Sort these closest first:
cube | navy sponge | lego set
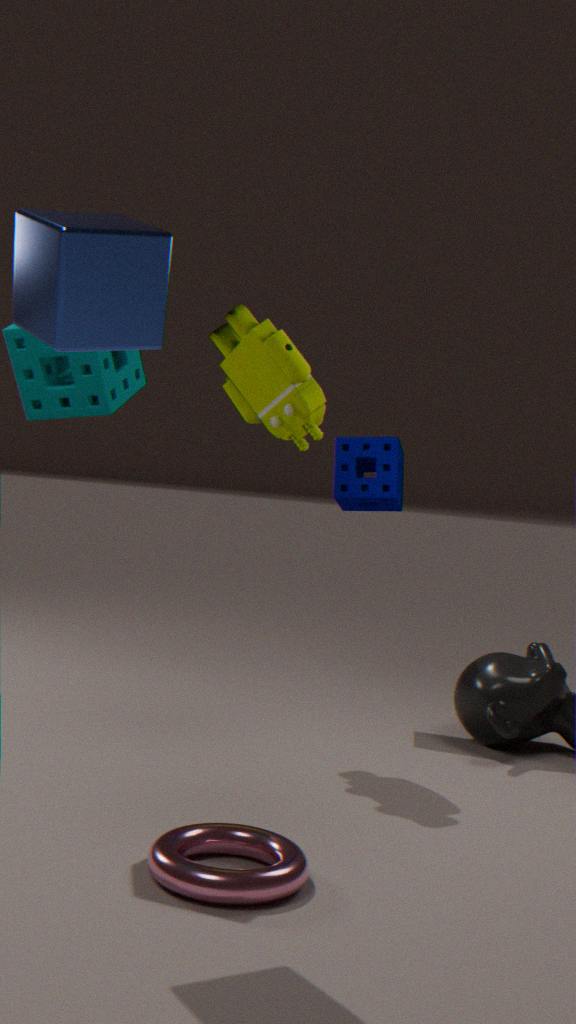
cube, lego set, navy sponge
